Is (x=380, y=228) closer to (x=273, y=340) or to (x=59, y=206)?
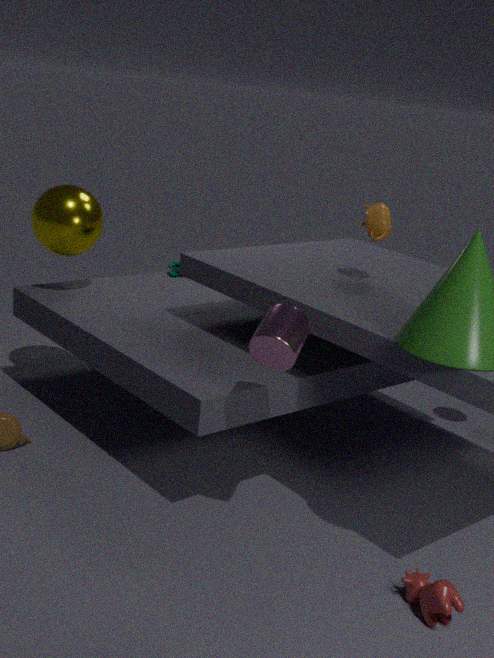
(x=273, y=340)
